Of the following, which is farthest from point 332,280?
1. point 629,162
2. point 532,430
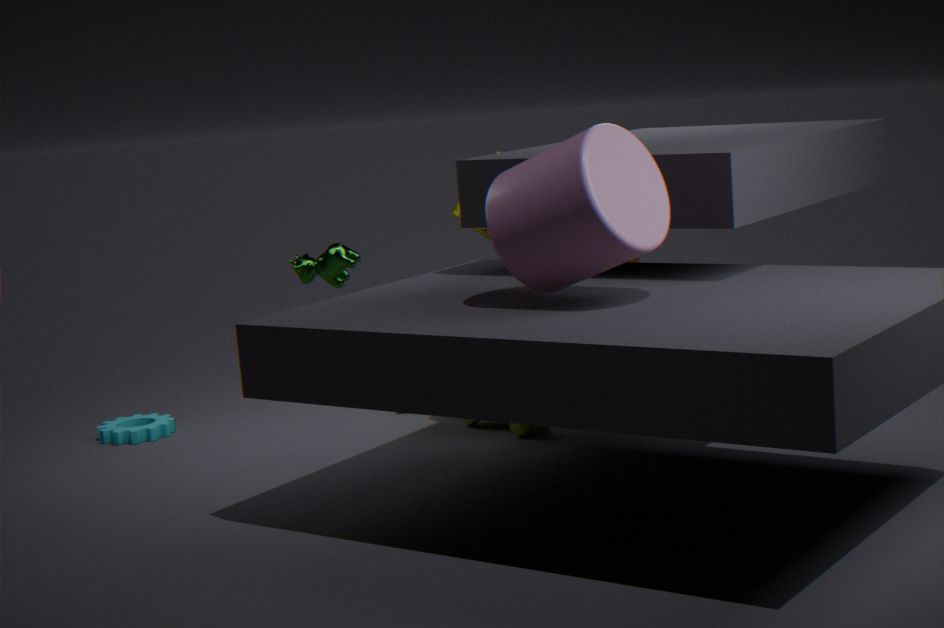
point 629,162
